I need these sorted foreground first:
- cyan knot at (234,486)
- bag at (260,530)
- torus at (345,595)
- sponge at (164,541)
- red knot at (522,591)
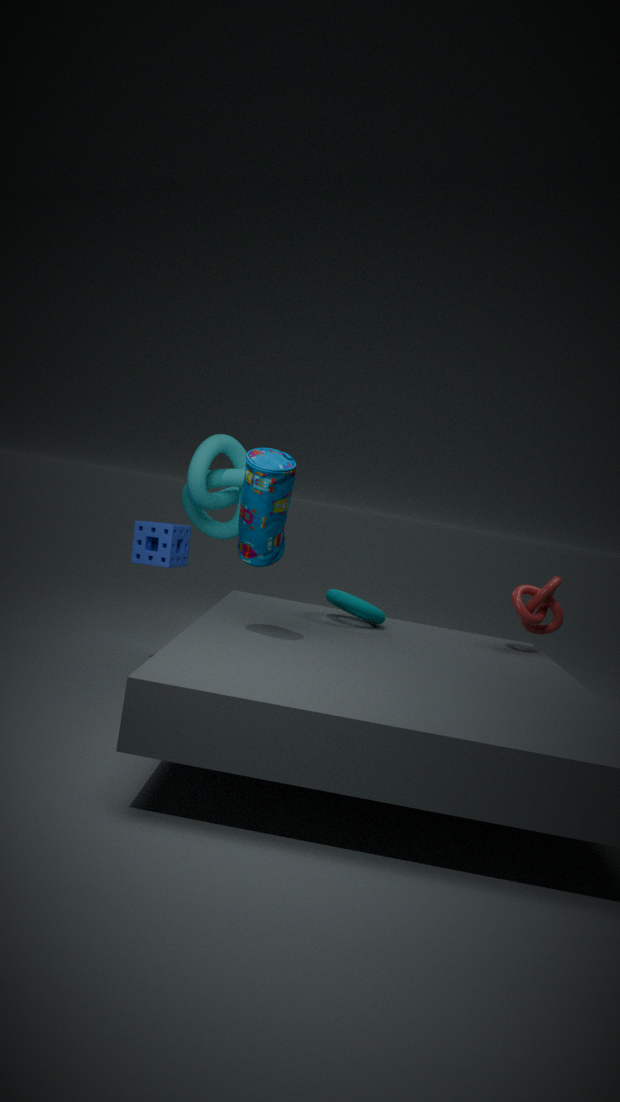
bag at (260,530), torus at (345,595), red knot at (522,591), sponge at (164,541), cyan knot at (234,486)
